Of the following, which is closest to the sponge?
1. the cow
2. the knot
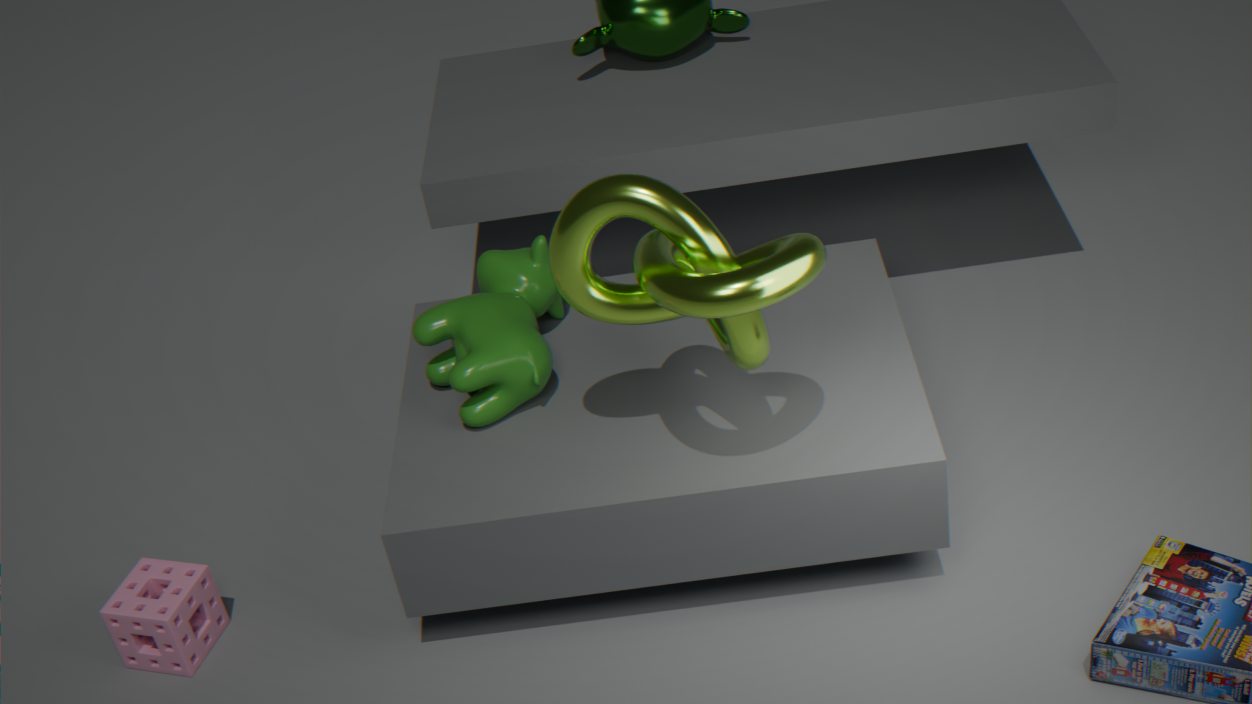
the cow
